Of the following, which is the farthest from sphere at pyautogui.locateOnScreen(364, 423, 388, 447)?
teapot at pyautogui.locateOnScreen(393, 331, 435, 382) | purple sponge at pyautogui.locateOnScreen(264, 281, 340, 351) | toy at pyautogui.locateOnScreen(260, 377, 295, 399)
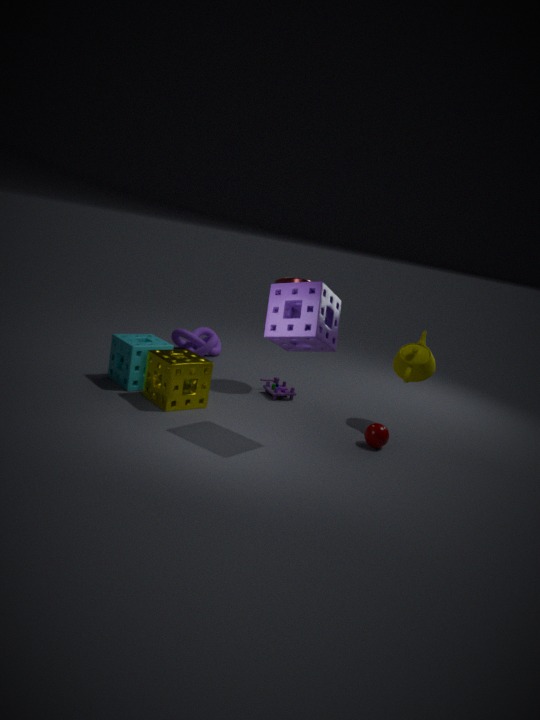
toy at pyautogui.locateOnScreen(260, 377, 295, 399)
